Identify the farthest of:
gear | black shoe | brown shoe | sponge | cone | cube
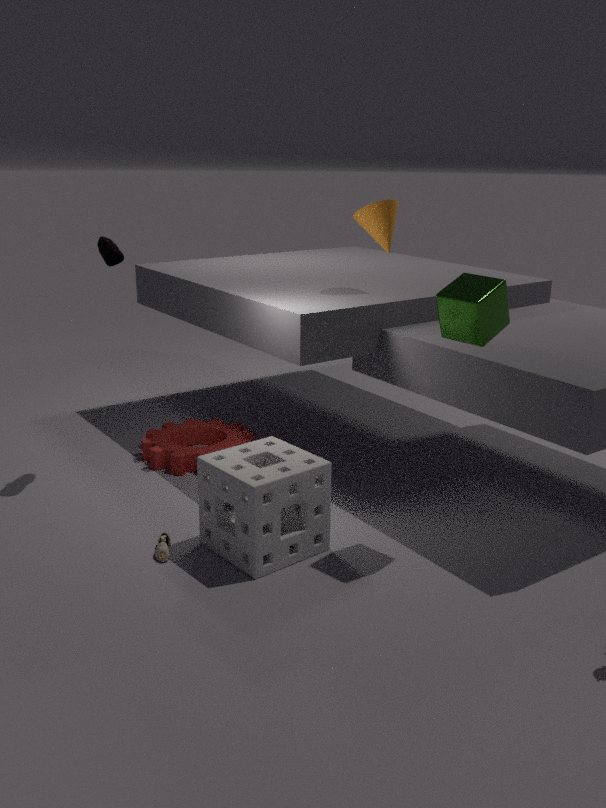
gear
